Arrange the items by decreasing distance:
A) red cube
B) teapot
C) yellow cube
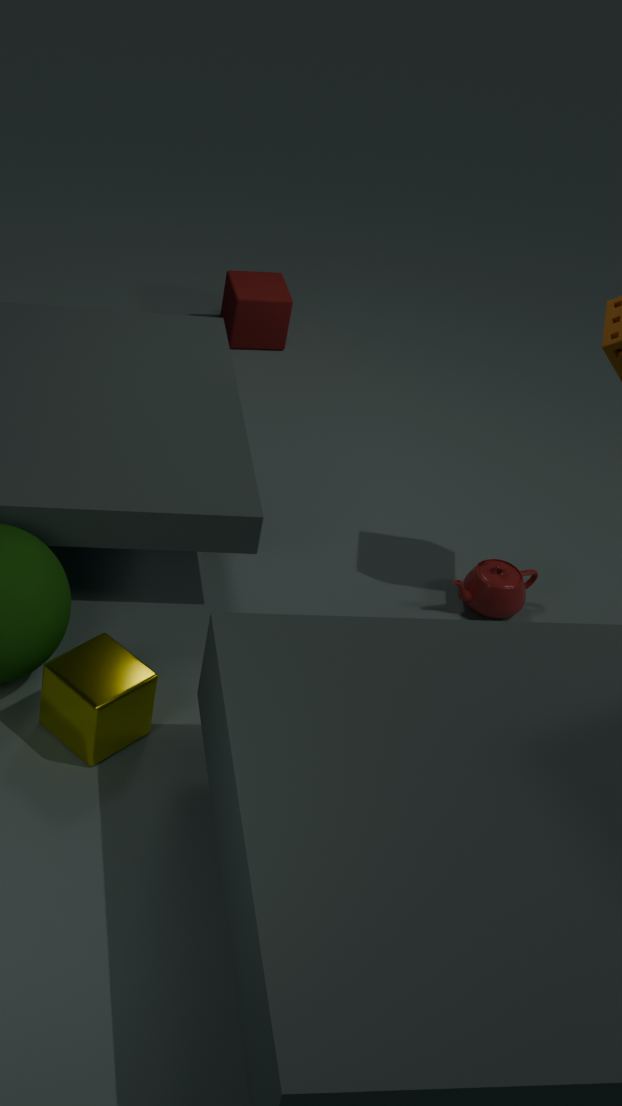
red cube, teapot, yellow cube
